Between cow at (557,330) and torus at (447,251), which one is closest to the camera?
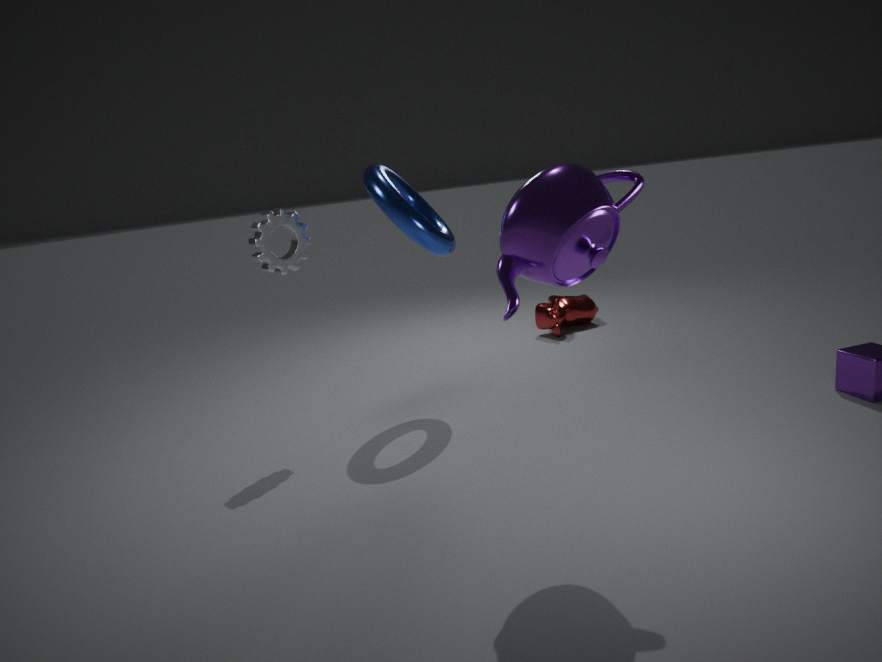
torus at (447,251)
